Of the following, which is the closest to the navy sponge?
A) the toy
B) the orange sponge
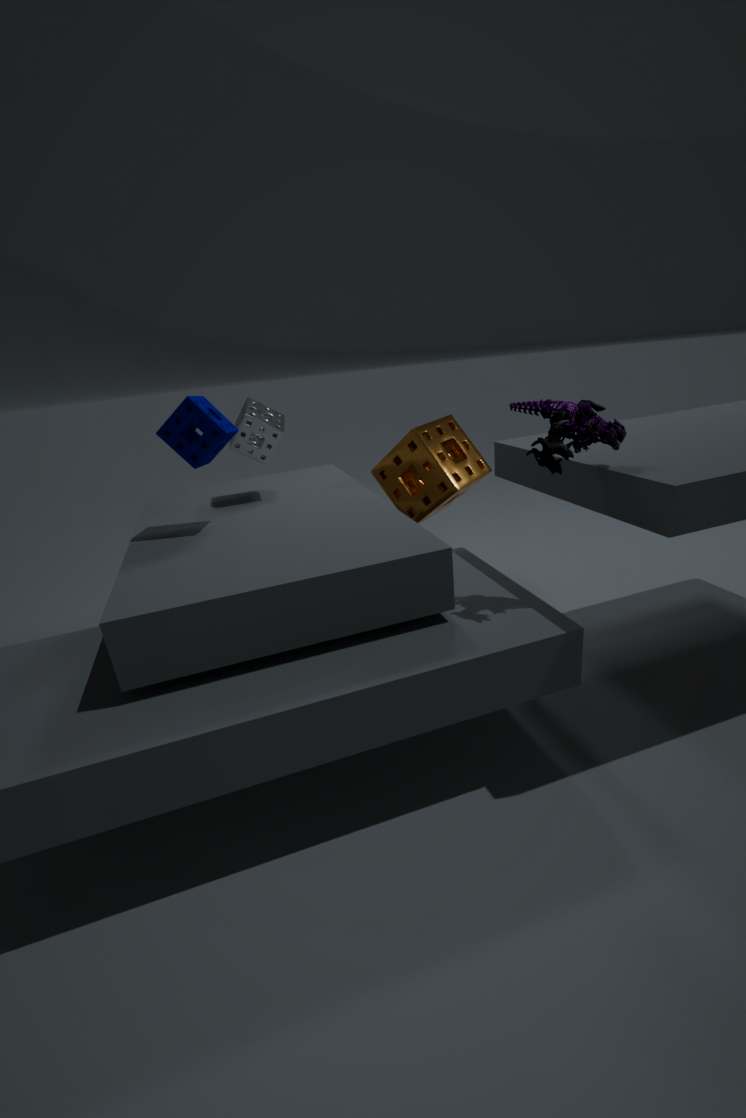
the orange sponge
